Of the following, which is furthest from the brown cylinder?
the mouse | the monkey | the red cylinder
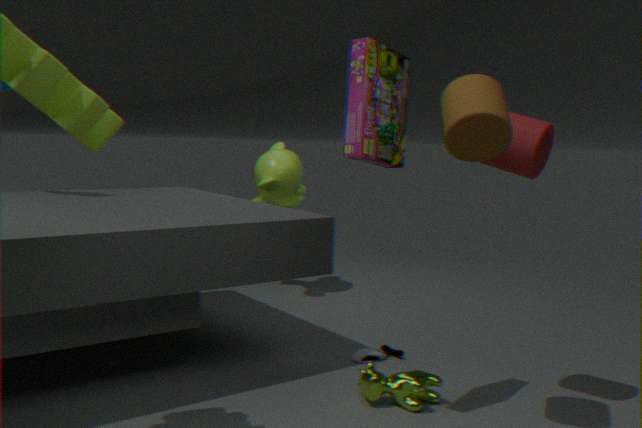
the monkey
